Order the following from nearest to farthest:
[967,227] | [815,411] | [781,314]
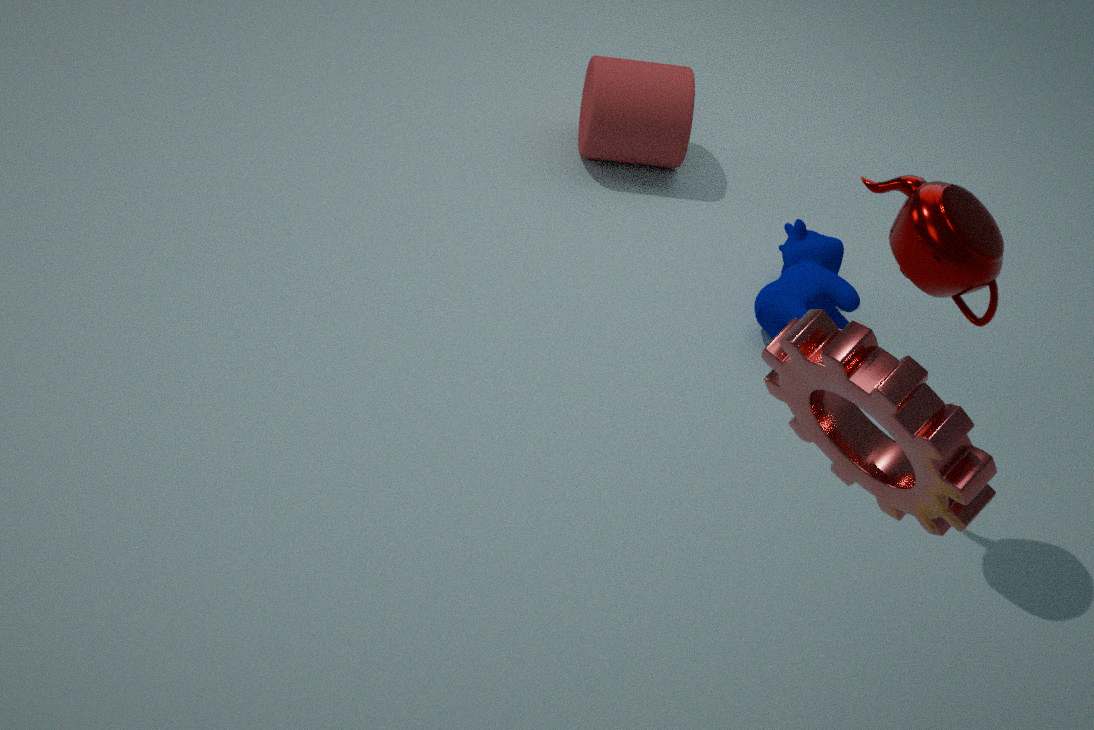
[815,411] < [967,227] < [781,314]
